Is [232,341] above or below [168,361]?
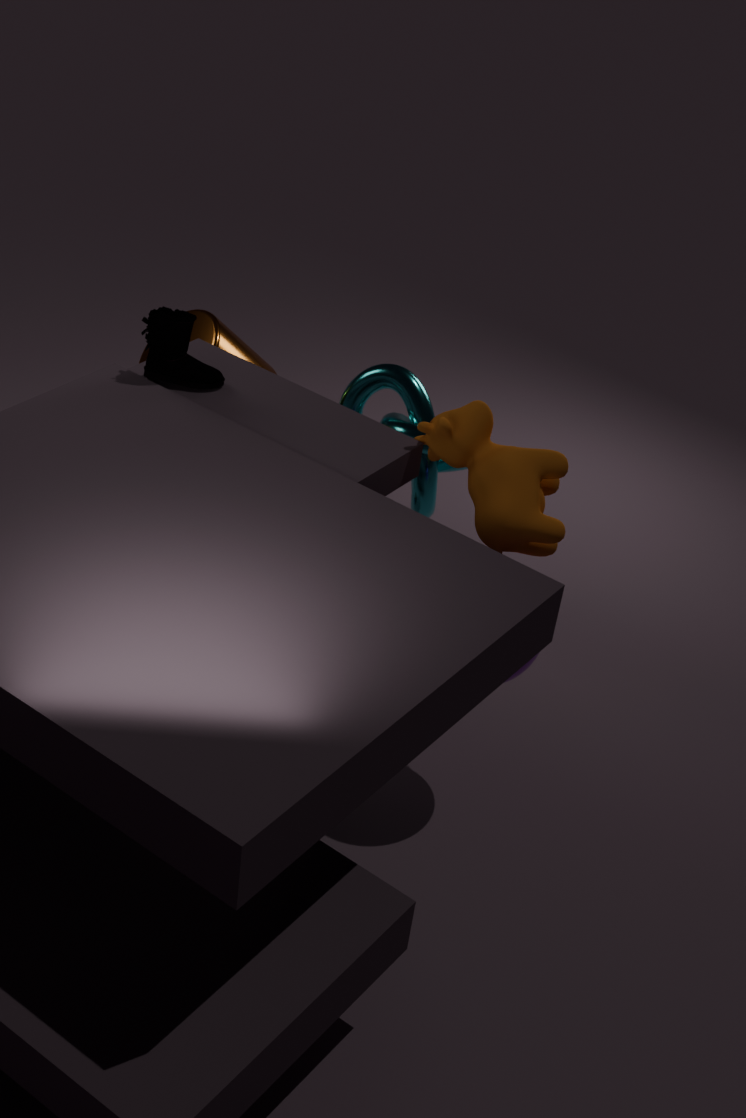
below
